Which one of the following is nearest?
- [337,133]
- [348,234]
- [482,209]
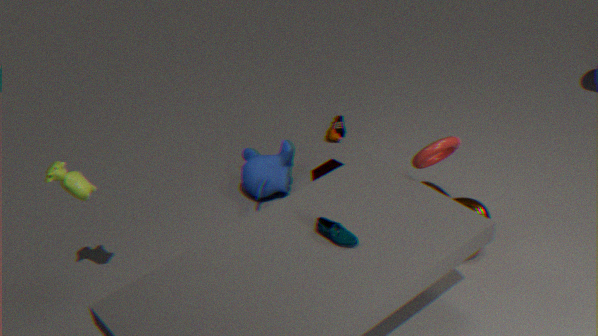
[348,234]
